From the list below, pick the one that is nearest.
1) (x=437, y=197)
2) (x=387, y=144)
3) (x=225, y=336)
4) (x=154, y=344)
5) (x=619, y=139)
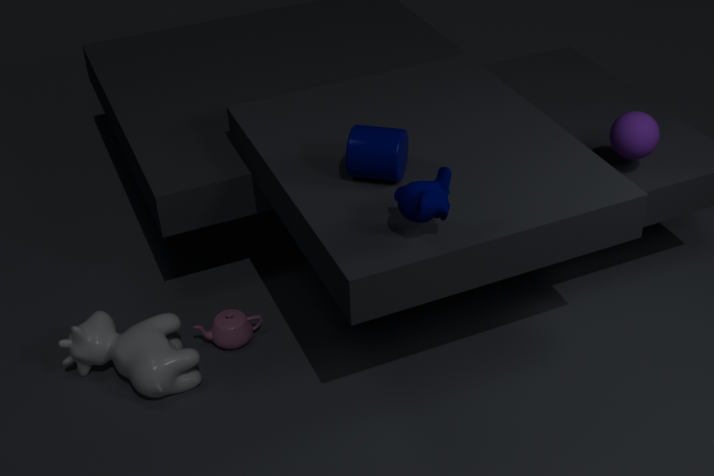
1. (x=437, y=197)
